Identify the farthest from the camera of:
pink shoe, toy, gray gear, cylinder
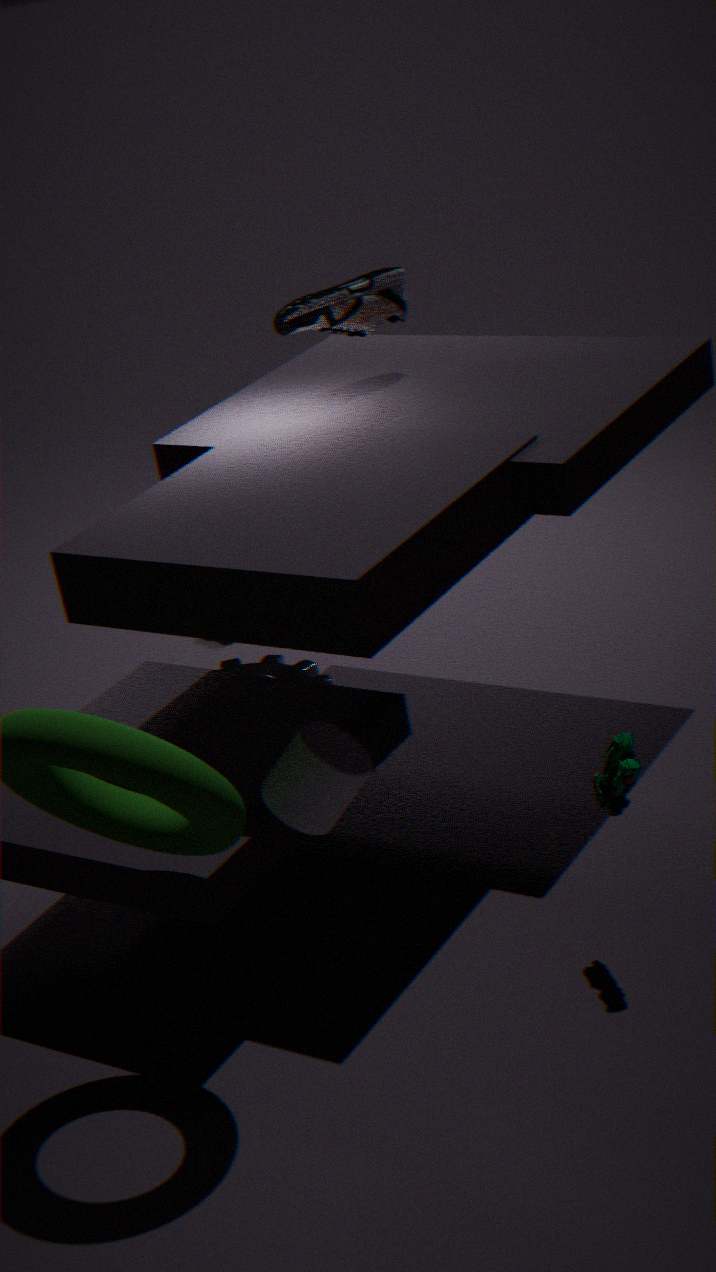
gray gear
